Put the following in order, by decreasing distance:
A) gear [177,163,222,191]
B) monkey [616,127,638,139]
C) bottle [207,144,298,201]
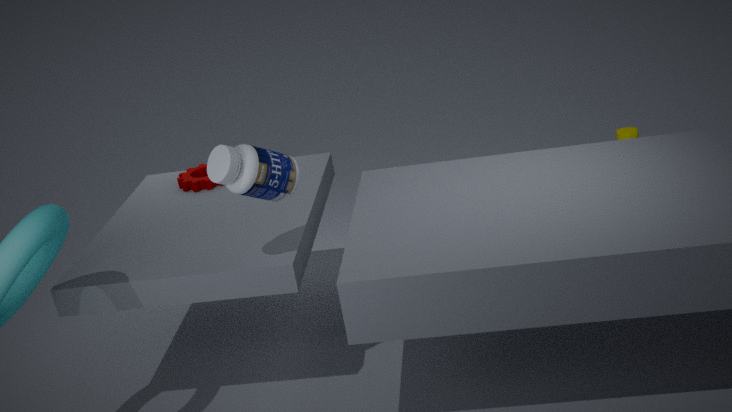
monkey [616,127,638,139] → gear [177,163,222,191] → bottle [207,144,298,201]
